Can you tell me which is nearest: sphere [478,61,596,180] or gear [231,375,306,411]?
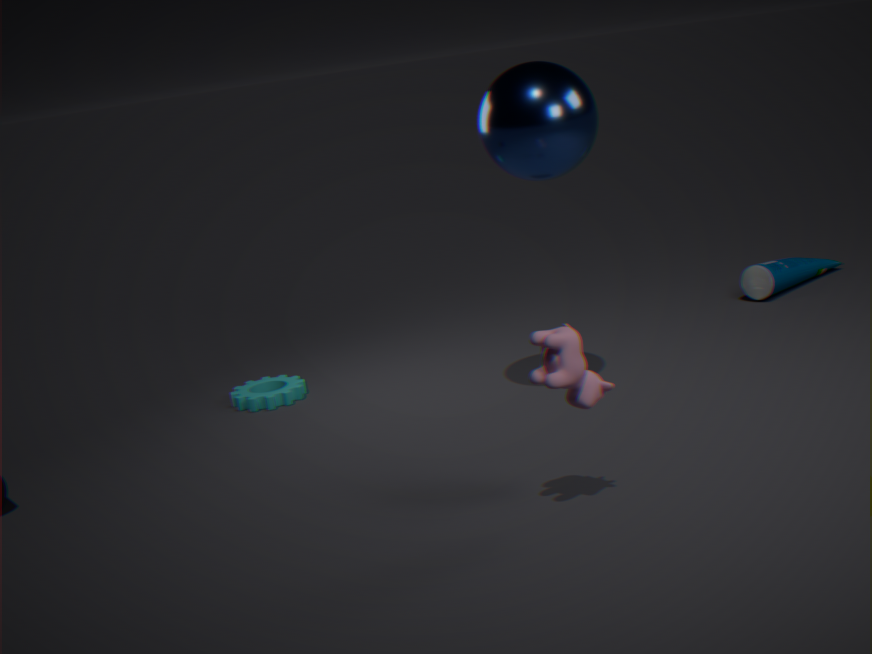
sphere [478,61,596,180]
